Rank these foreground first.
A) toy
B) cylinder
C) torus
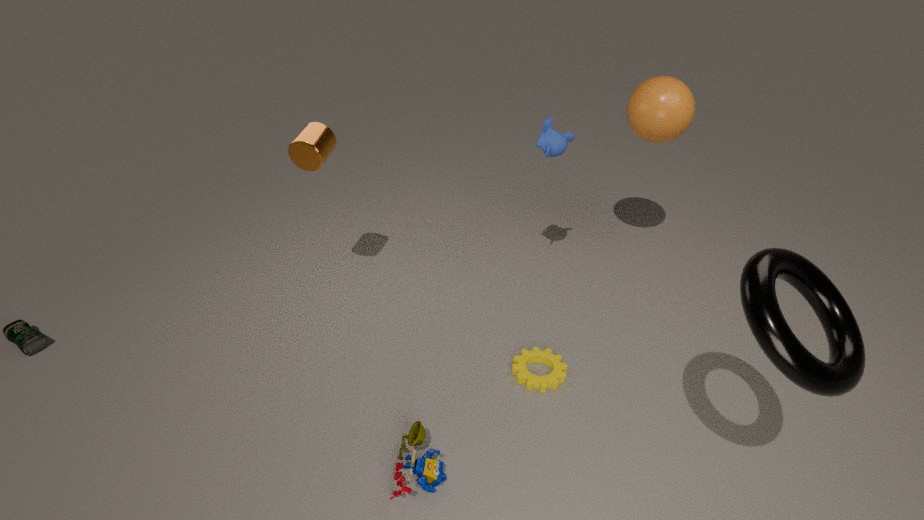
torus
toy
cylinder
